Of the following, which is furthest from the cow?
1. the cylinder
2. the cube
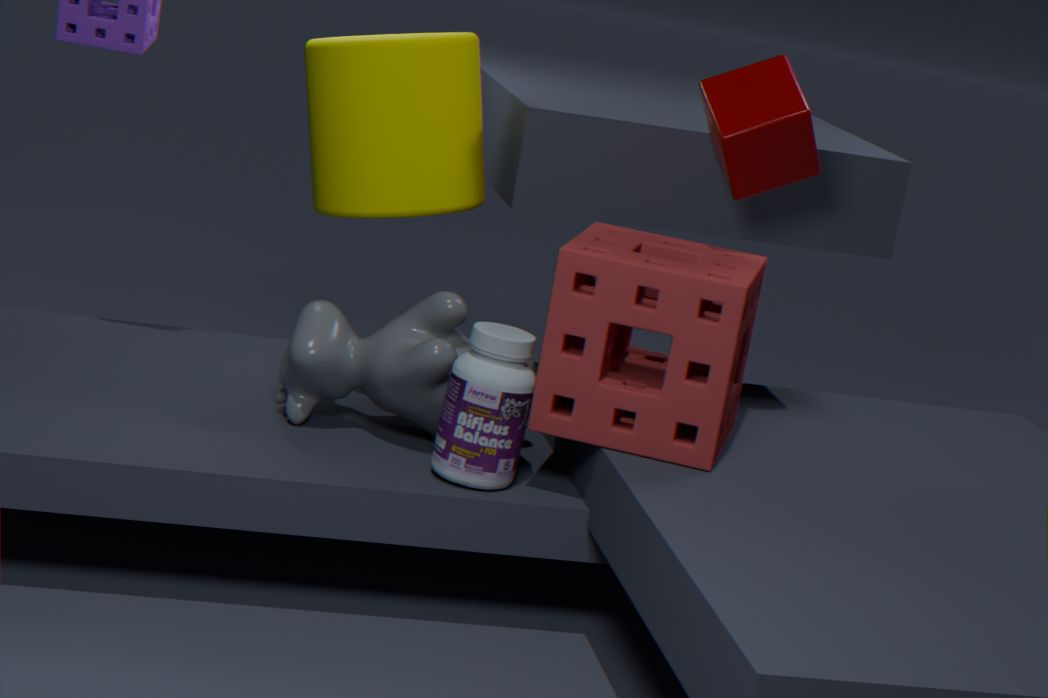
the cube
